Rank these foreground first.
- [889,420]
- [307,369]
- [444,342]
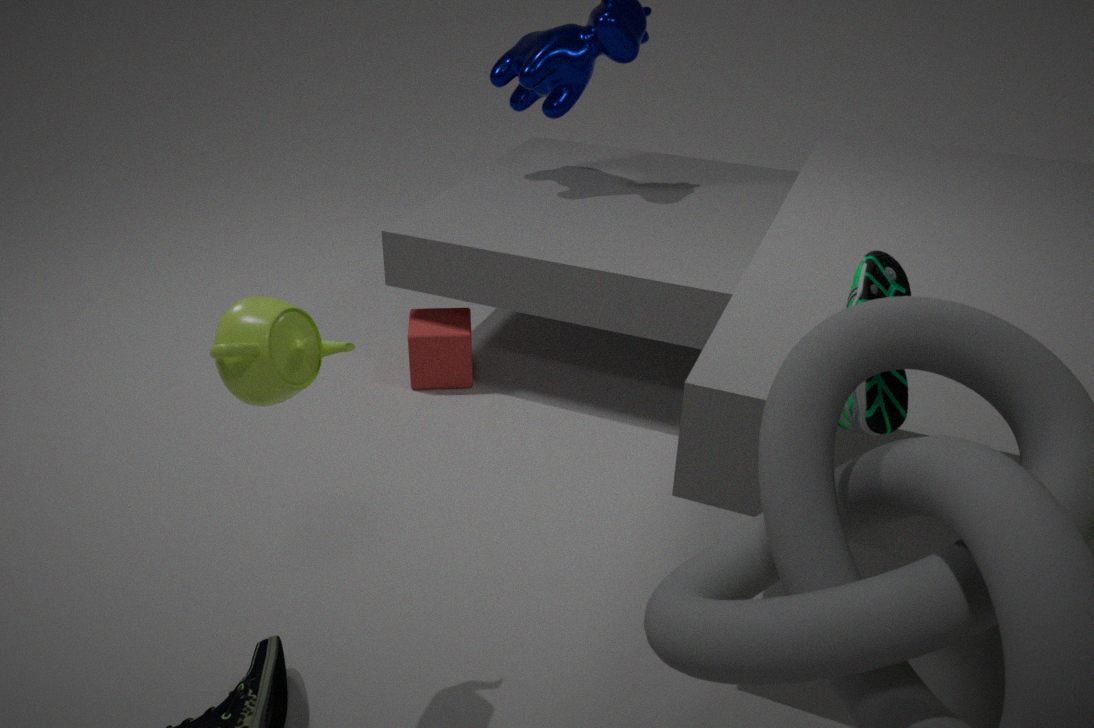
[889,420], [307,369], [444,342]
